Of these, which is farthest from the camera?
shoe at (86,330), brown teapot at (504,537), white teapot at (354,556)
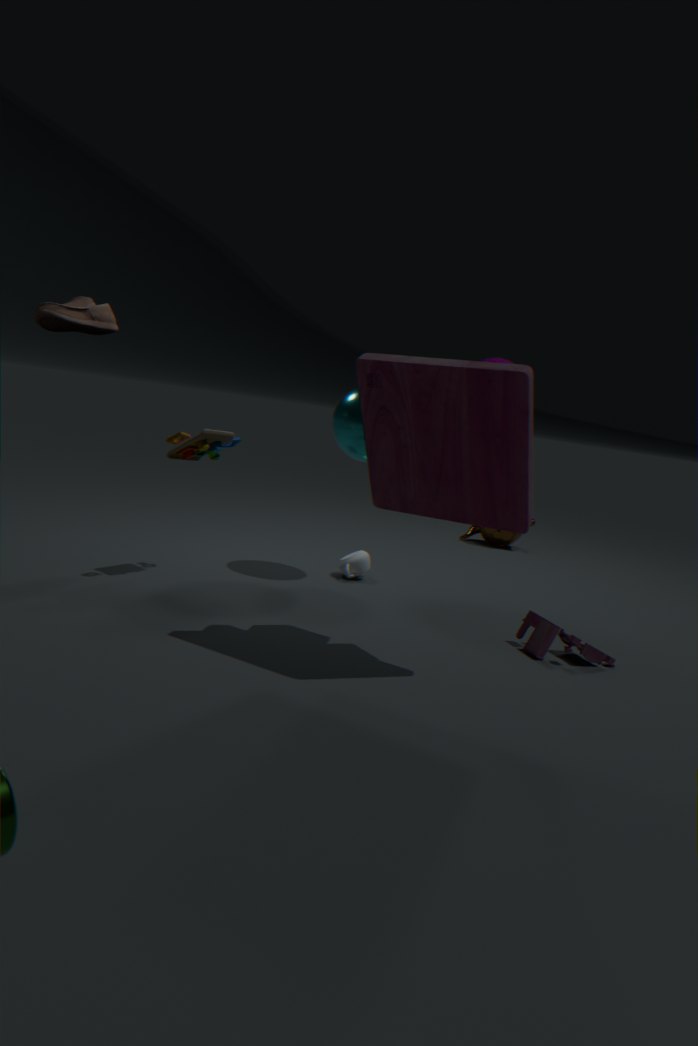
brown teapot at (504,537)
